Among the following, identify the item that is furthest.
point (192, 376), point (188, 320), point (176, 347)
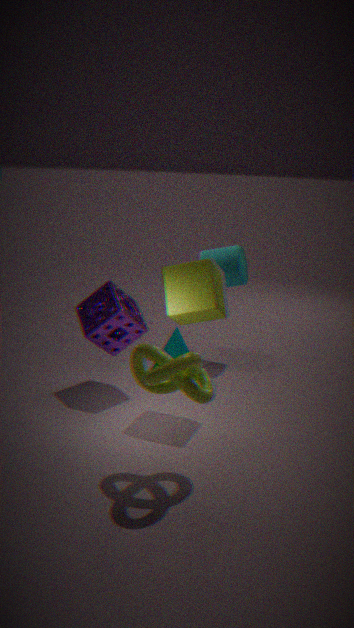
point (176, 347)
